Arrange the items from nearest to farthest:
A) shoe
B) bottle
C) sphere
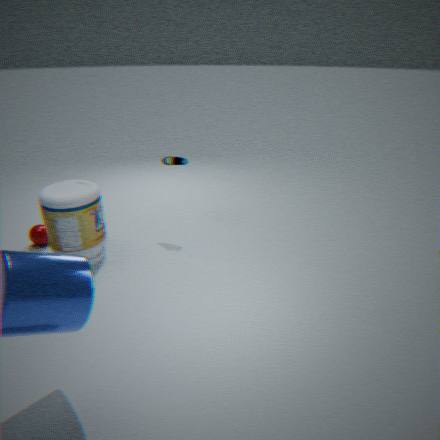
1. bottle
2. sphere
3. shoe
